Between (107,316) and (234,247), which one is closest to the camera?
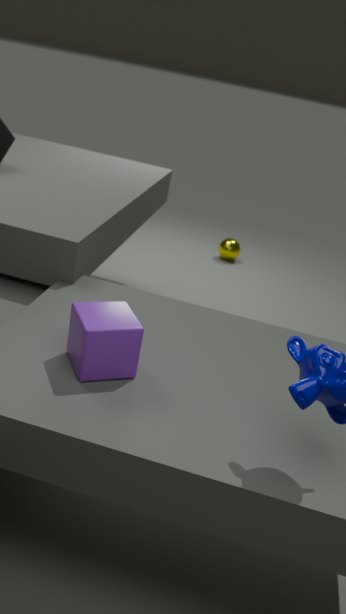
(107,316)
